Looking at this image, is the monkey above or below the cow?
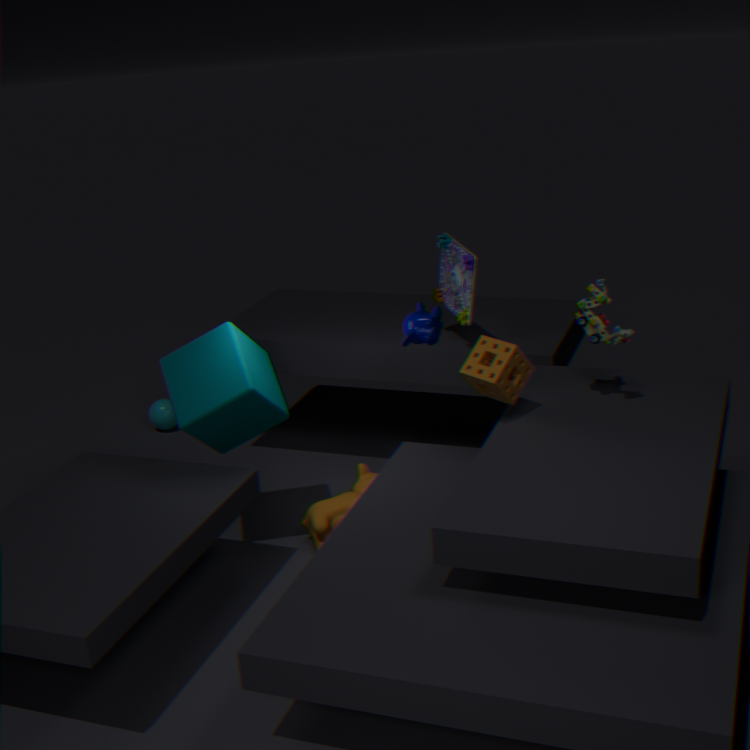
above
